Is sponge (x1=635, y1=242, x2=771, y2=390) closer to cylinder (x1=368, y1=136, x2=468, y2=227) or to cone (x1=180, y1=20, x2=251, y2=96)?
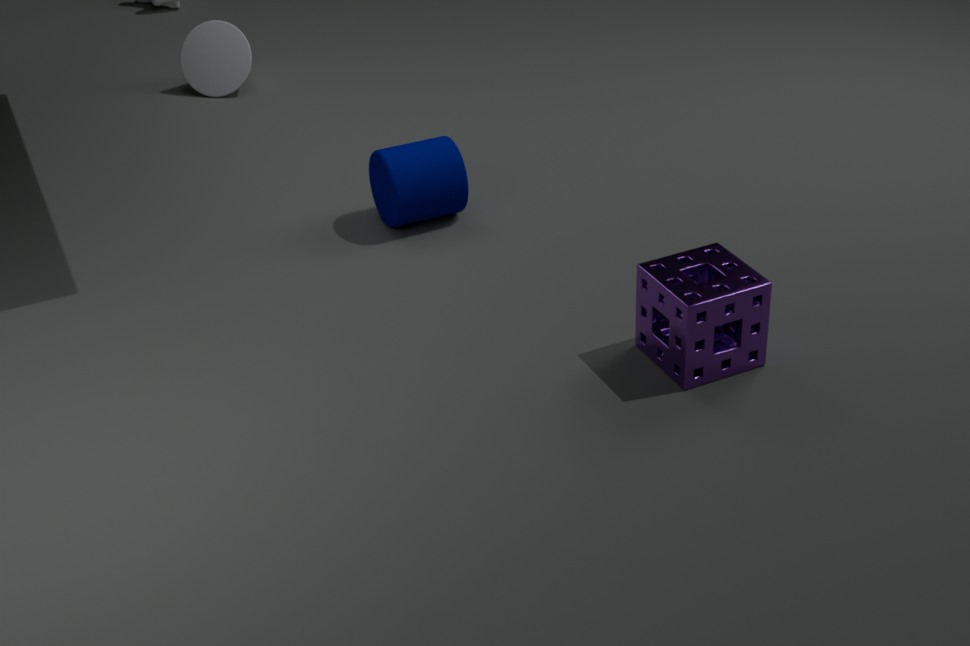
cylinder (x1=368, y1=136, x2=468, y2=227)
